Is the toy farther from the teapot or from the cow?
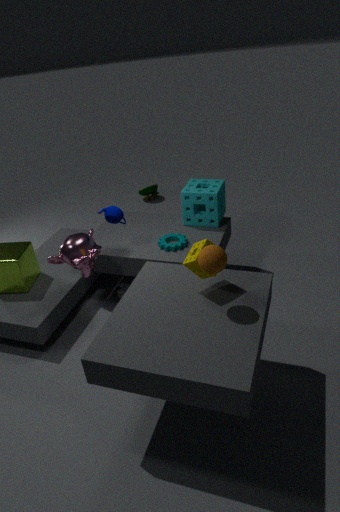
the teapot
